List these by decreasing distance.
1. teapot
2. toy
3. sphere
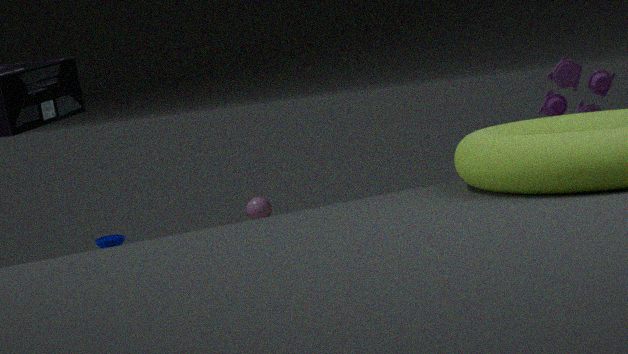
sphere
toy
teapot
